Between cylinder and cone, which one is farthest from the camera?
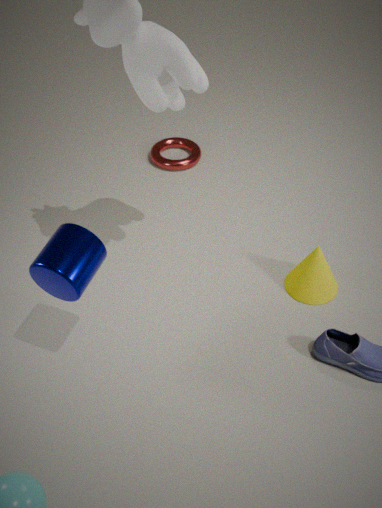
cone
